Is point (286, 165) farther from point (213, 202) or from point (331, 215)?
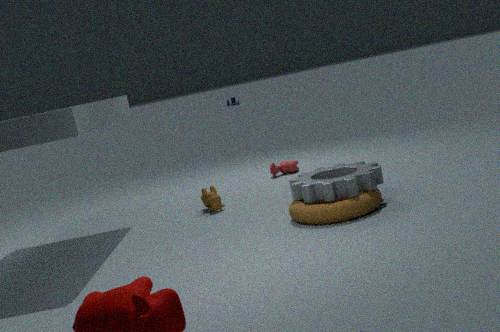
point (331, 215)
